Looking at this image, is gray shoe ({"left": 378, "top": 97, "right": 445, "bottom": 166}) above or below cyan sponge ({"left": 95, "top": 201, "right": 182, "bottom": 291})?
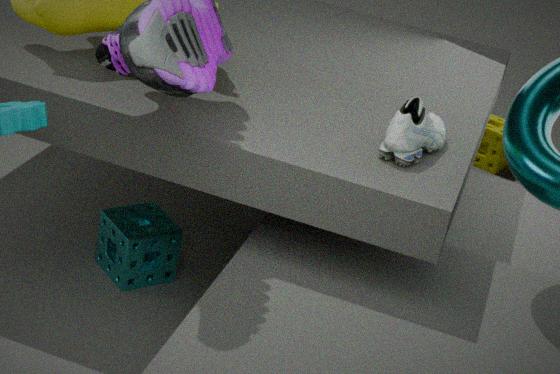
above
